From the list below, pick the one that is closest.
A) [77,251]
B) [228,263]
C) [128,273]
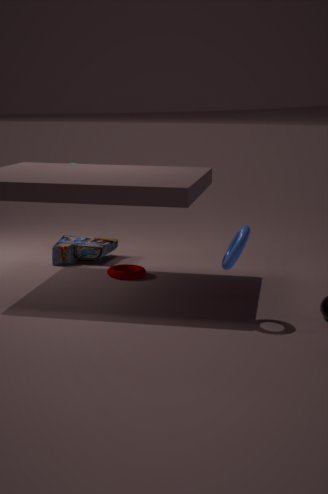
[228,263]
